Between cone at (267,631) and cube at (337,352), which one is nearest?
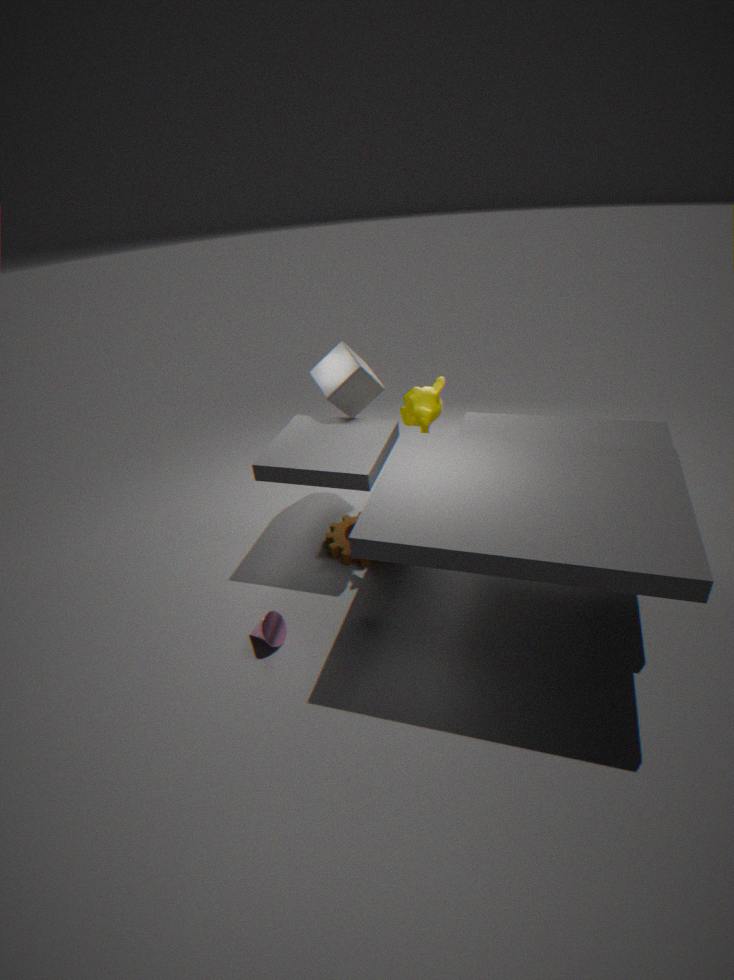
cone at (267,631)
